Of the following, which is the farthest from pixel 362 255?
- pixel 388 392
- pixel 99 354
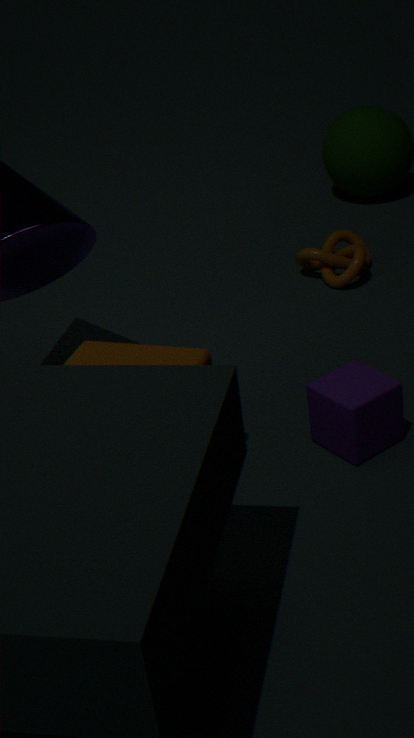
pixel 99 354
